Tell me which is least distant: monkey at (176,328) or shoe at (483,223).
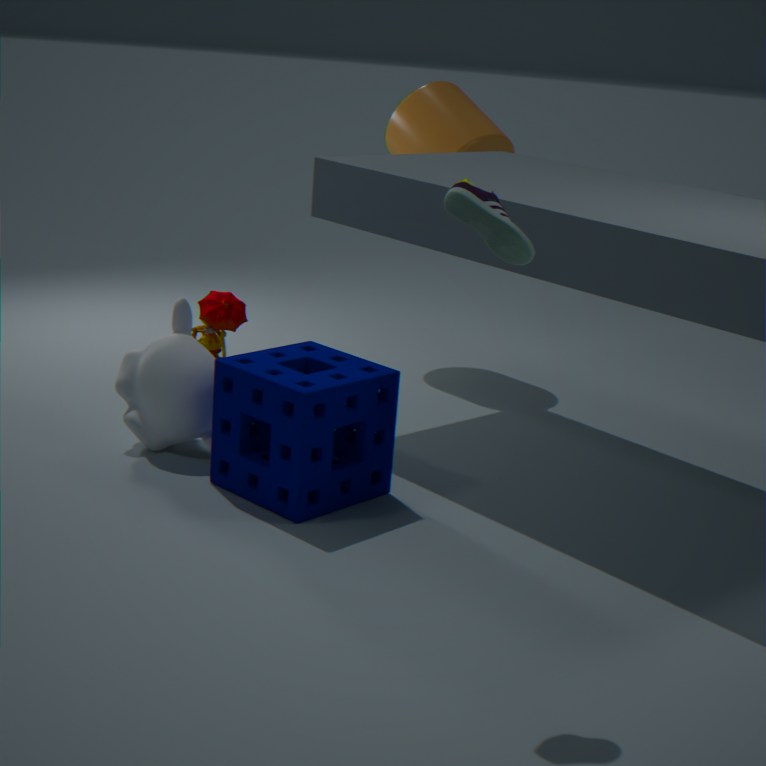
shoe at (483,223)
